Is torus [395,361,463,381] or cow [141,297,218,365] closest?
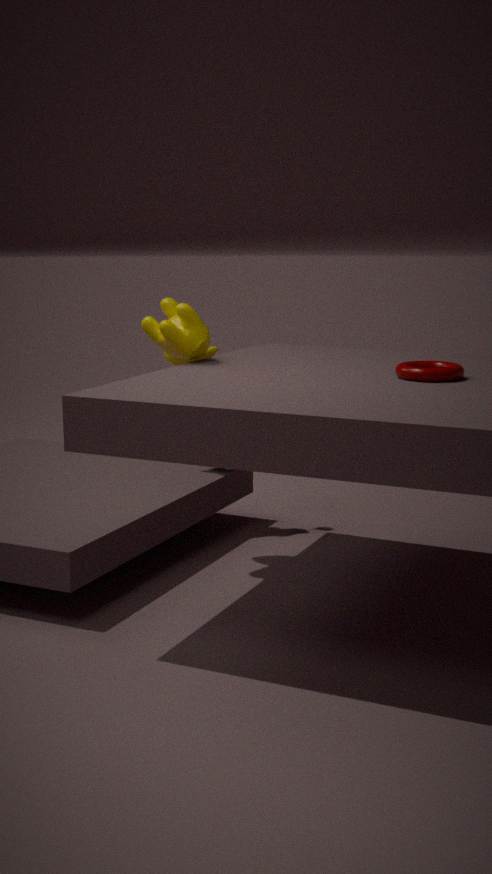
torus [395,361,463,381]
